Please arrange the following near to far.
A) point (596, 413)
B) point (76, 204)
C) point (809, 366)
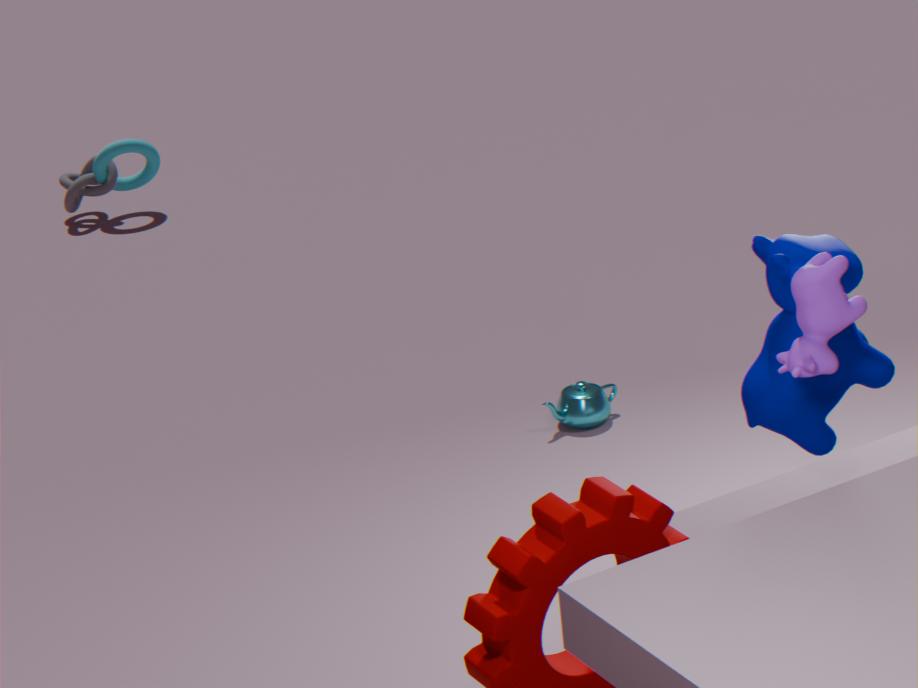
point (809, 366) → point (596, 413) → point (76, 204)
